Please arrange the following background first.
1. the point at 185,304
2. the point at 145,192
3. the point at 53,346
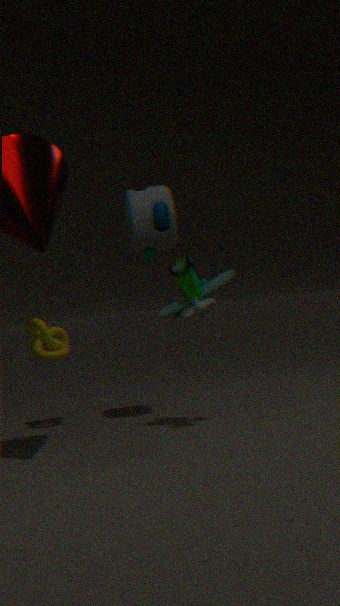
1. the point at 53,346
2. the point at 145,192
3. the point at 185,304
